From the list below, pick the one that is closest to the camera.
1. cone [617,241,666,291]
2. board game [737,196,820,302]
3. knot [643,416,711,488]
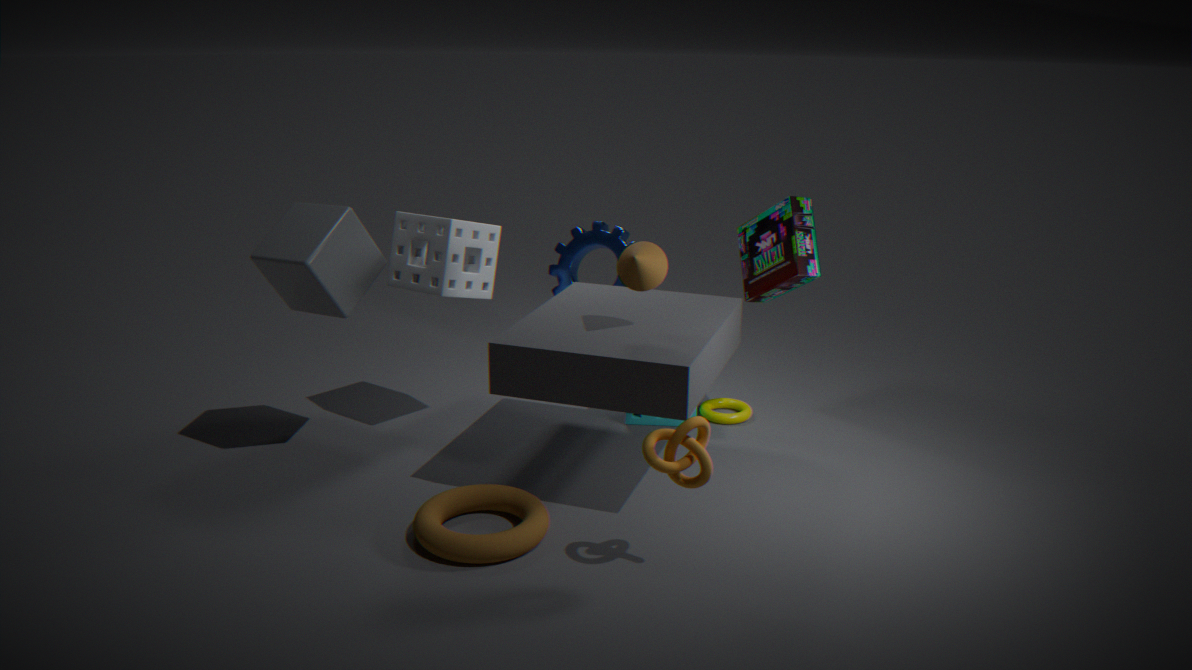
knot [643,416,711,488]
